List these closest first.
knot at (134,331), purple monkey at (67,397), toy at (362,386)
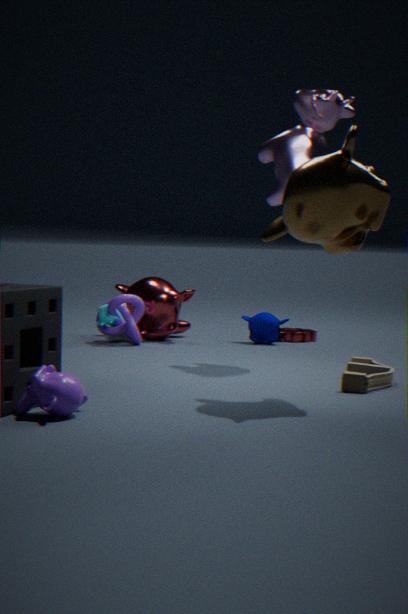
purple monkey at (67,397), toy at (362,386), knot at (134,331)
